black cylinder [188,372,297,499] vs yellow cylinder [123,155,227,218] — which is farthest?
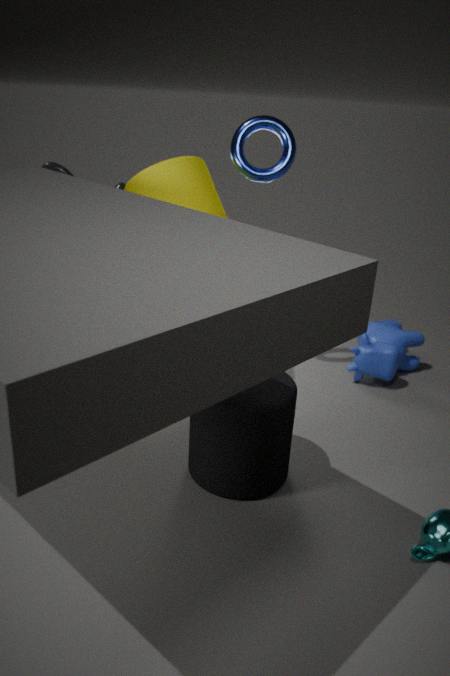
yellow cylinder [123,155,227,218]
